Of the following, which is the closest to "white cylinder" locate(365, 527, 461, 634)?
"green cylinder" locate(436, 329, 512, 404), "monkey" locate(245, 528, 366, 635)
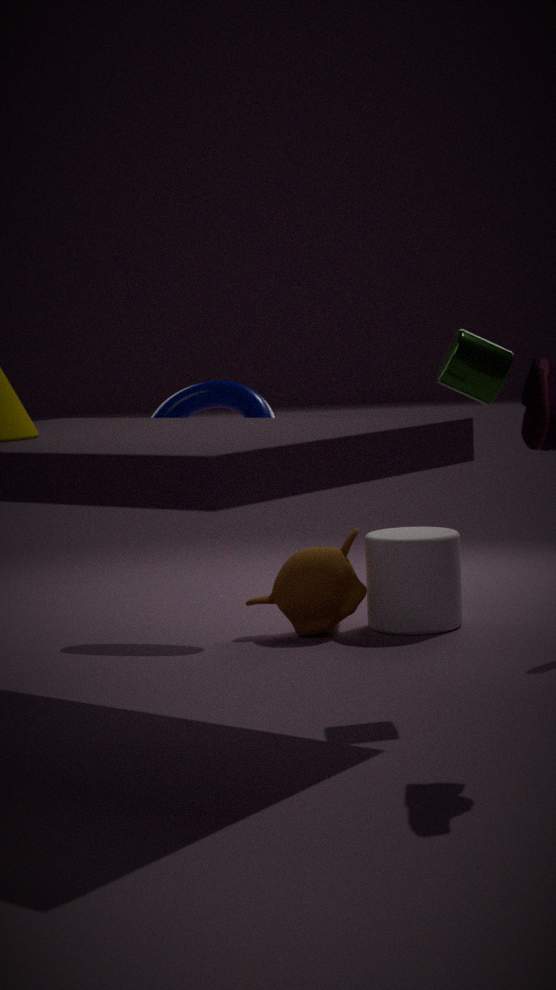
"monkey" locate(245, 528, 366, 635)
